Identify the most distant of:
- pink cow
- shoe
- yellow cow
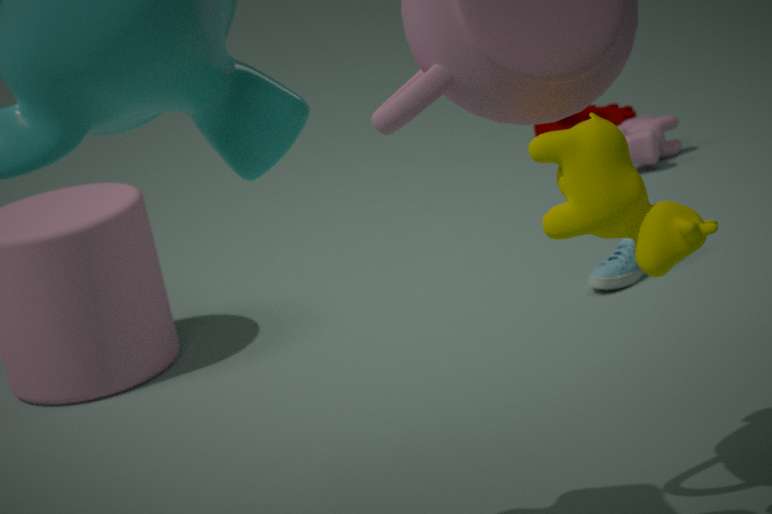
pink cow
